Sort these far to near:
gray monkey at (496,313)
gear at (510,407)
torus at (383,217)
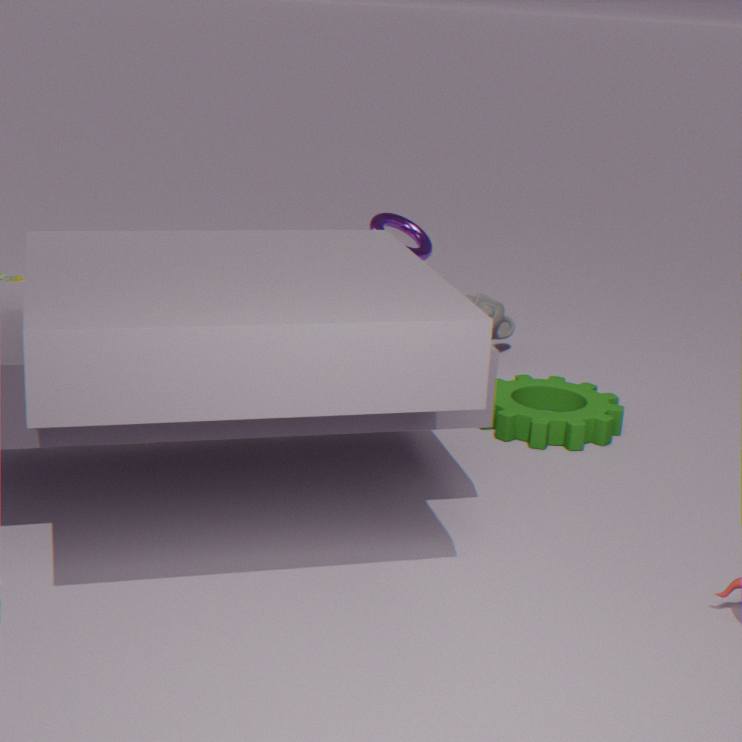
1. gray monkey at (496,313)
2. torus at (383,217)
3. gear at (510,407)
